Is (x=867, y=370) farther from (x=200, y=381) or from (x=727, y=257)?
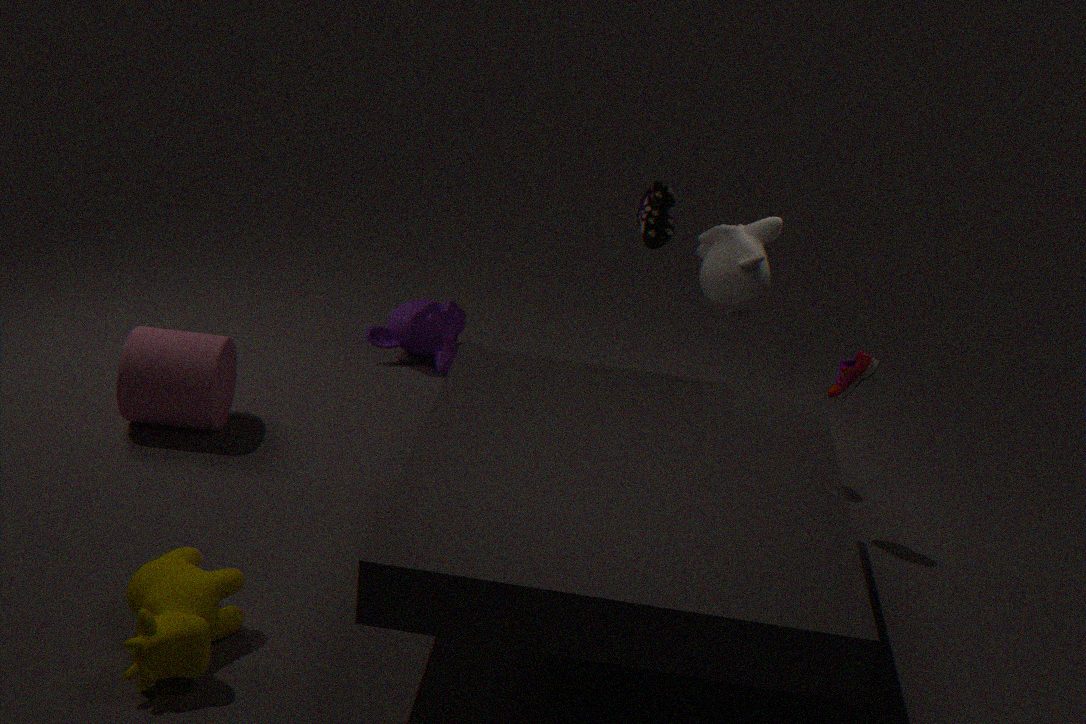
(x=200, y=381)
